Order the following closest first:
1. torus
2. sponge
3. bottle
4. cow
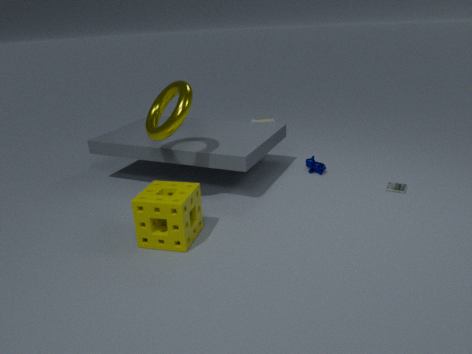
sponge, torus, cow, bottle
